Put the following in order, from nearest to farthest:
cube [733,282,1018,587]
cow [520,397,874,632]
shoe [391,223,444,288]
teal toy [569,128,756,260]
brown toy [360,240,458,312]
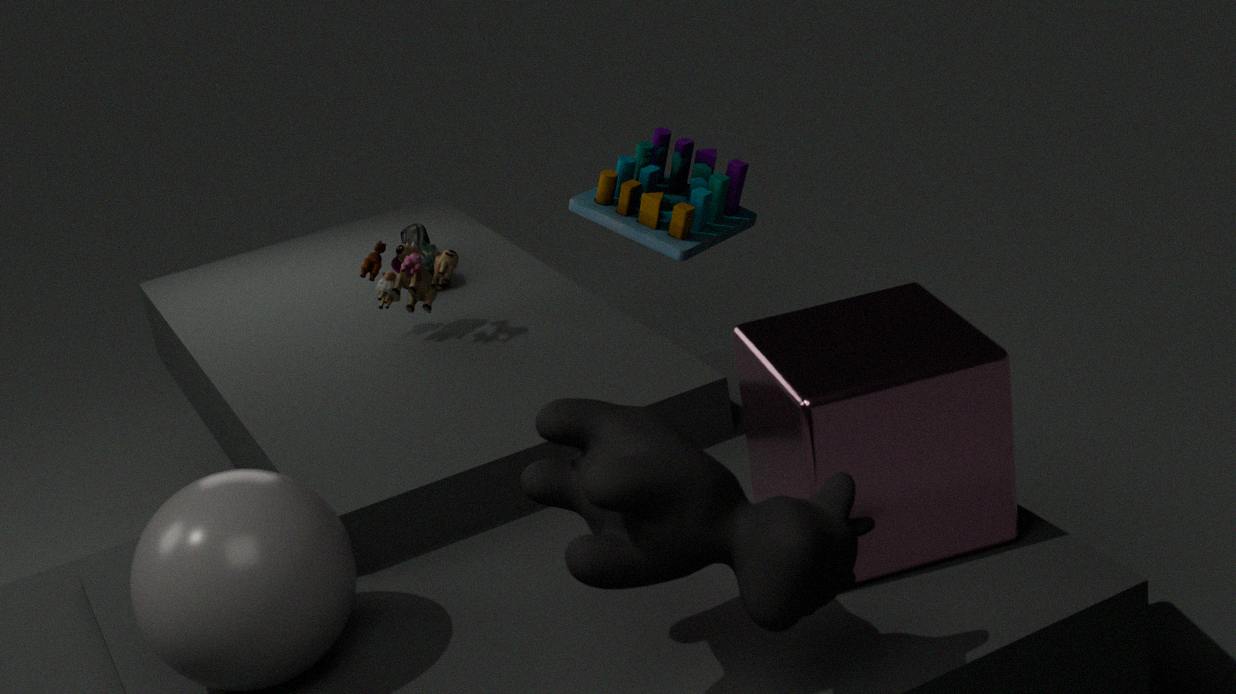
cow [520,397,874,632]
cube [733,282,1018,587]
brown toy [360,240,458,312]
teal toy [569,128,756,260]
shoe [391,223,444,288]
